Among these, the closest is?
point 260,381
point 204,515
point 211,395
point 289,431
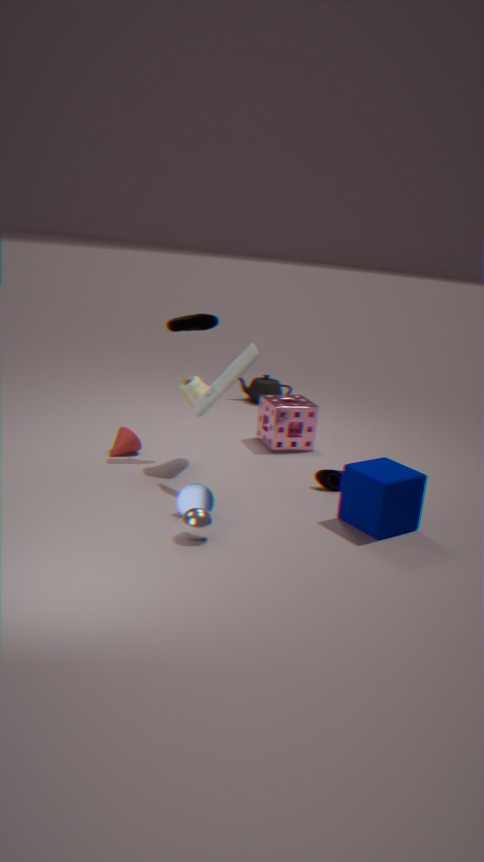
point 204,515
